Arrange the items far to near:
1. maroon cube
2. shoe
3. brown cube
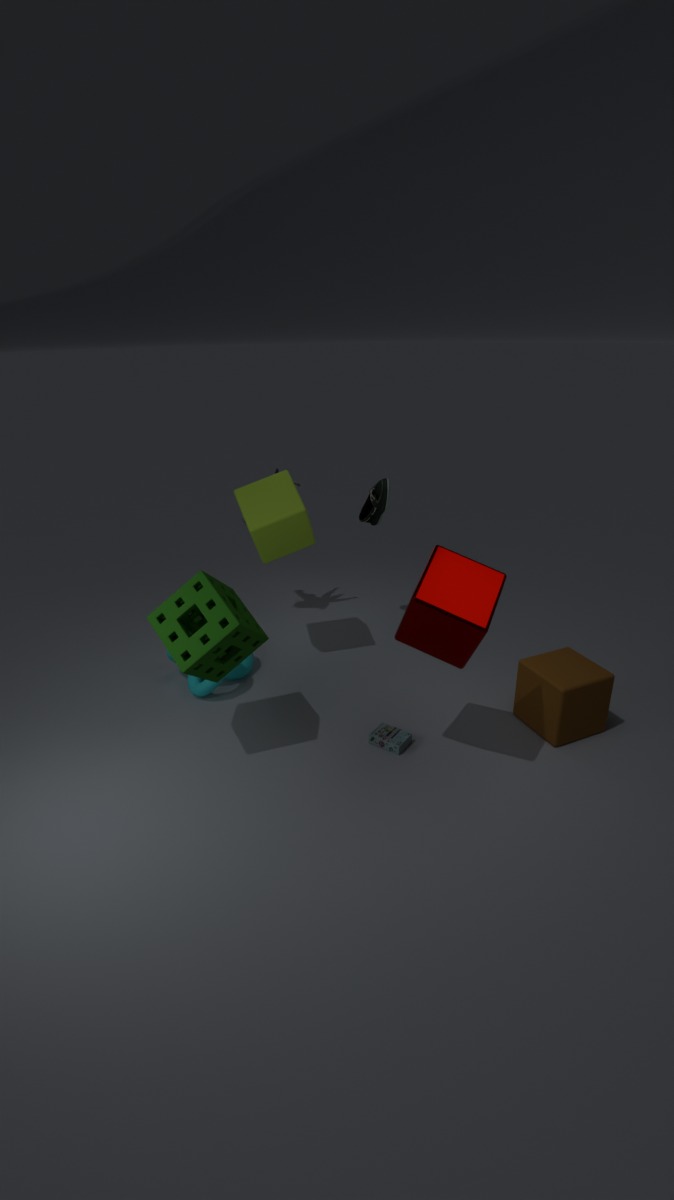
1. shoe
2. brown cube
3. maroon cube
